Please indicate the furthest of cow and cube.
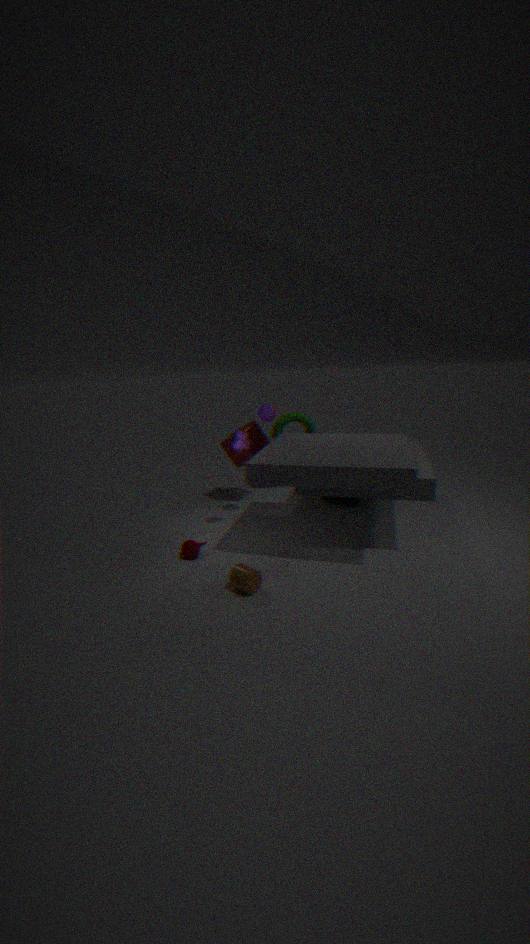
cube
